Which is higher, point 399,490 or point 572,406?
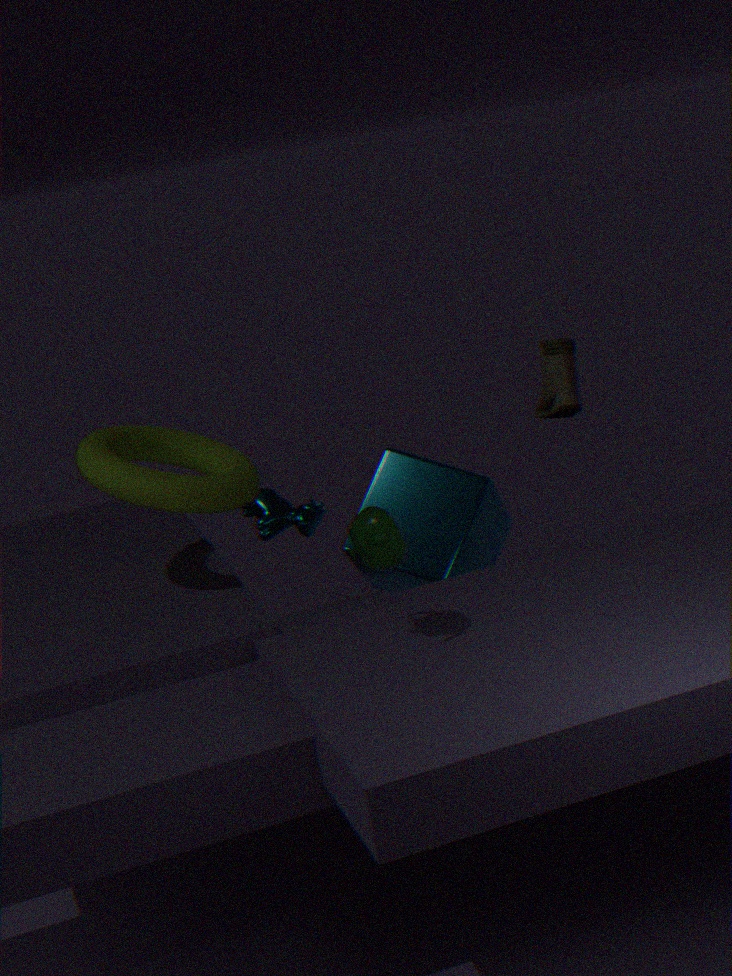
point 572,406
